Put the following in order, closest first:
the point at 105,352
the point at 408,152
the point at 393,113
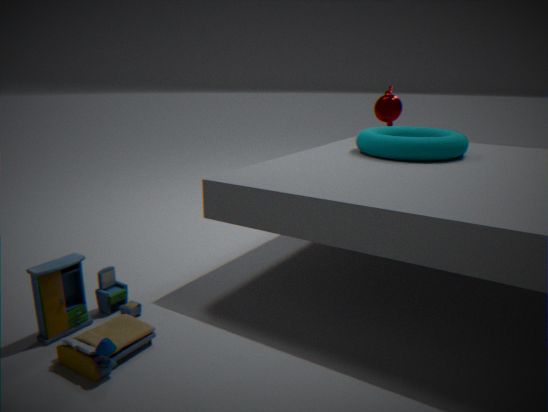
1. the point at 105,352
2. the point at 408,152
3. the point at 393,113
